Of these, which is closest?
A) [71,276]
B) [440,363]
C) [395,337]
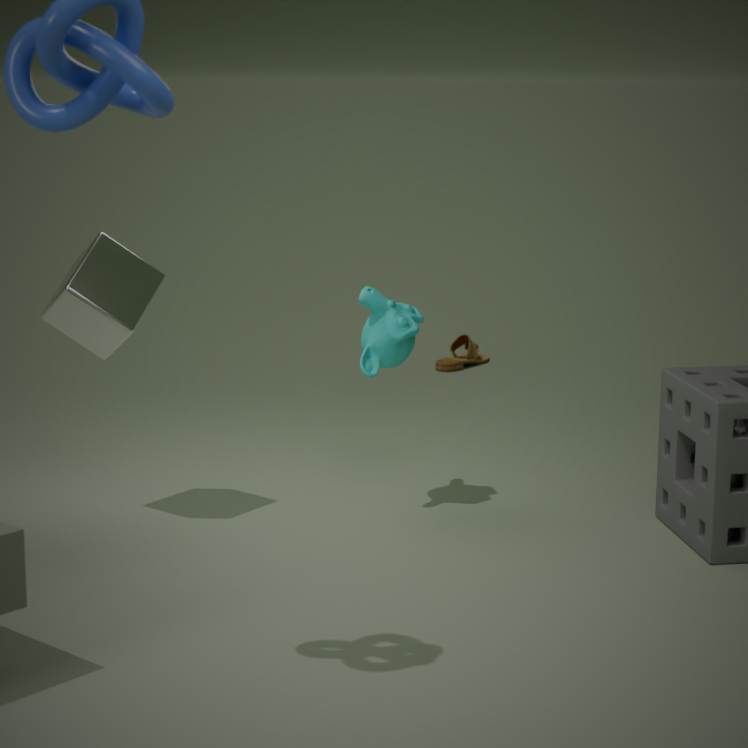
[71,276]
